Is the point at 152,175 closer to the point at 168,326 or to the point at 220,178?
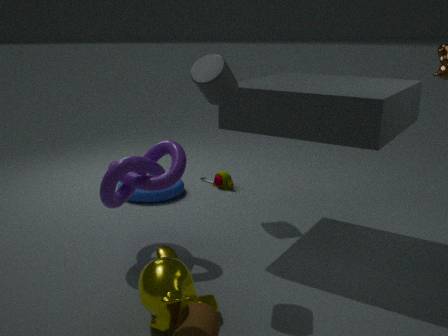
the point at 168,326
